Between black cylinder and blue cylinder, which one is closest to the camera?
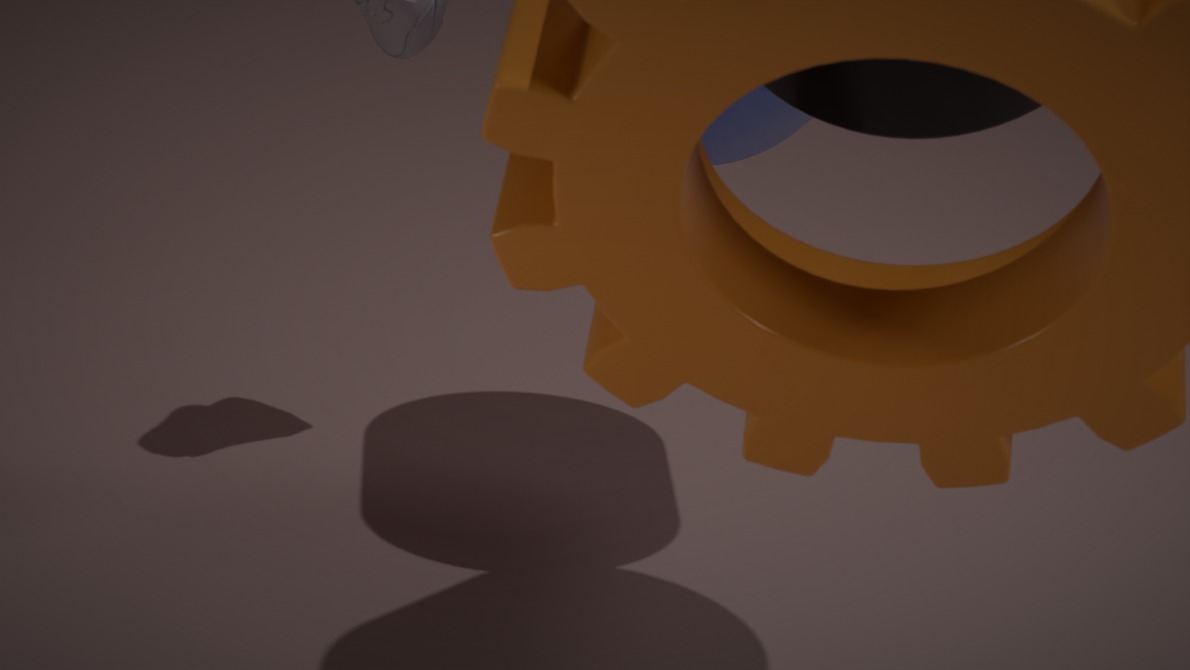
black cylinder
